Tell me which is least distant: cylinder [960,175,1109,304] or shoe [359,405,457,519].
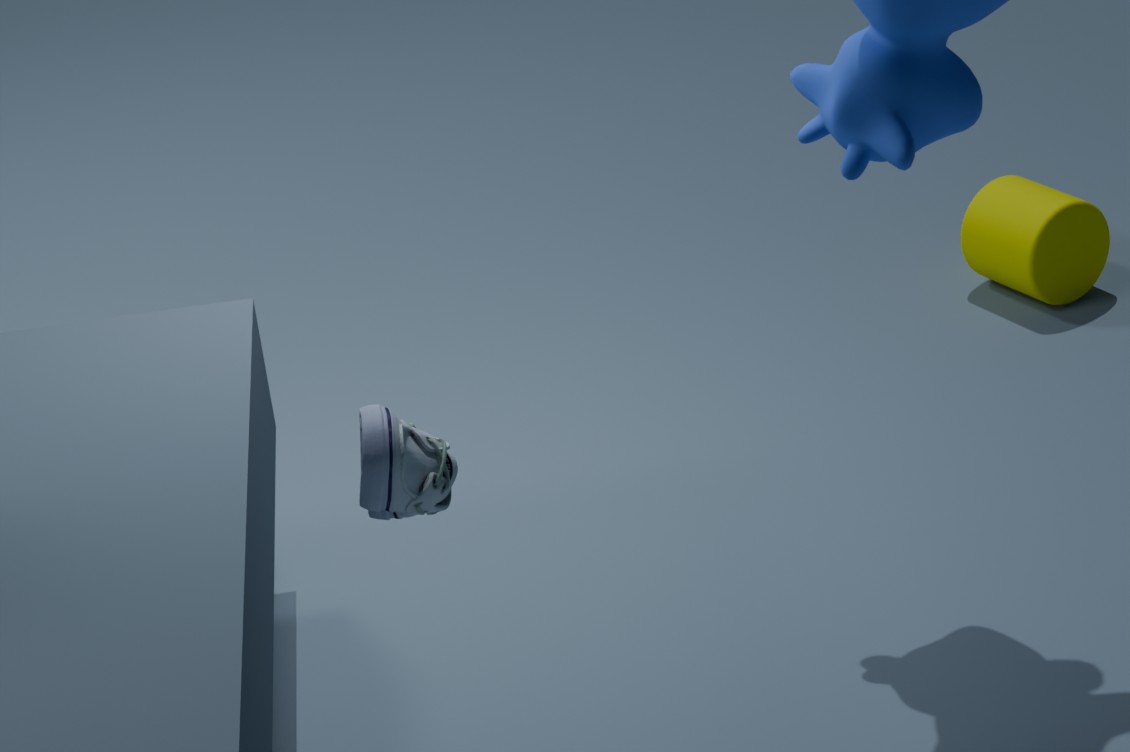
shoe [359,405,457,519]
